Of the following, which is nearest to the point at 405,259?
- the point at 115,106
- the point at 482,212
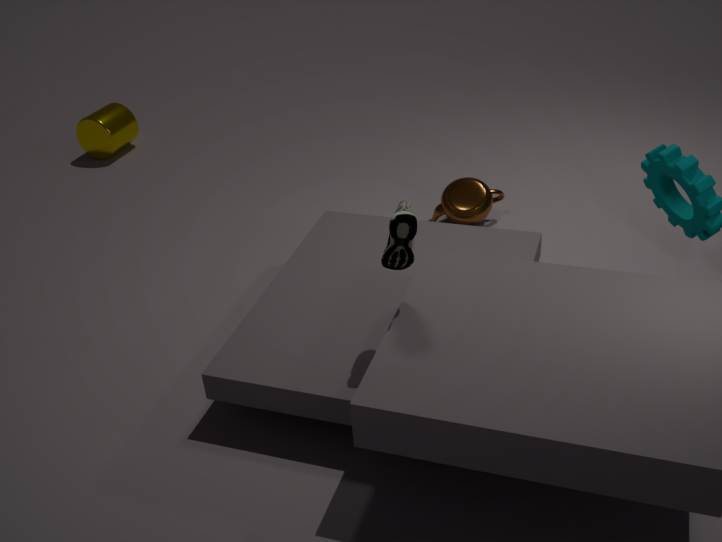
the point at 482,212
